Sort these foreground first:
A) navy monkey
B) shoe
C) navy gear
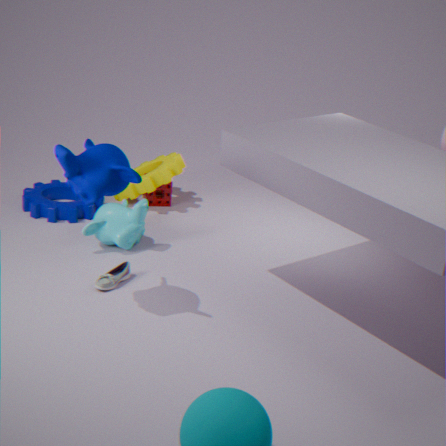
1. navy monkey
2. shoe
3. navy gear
